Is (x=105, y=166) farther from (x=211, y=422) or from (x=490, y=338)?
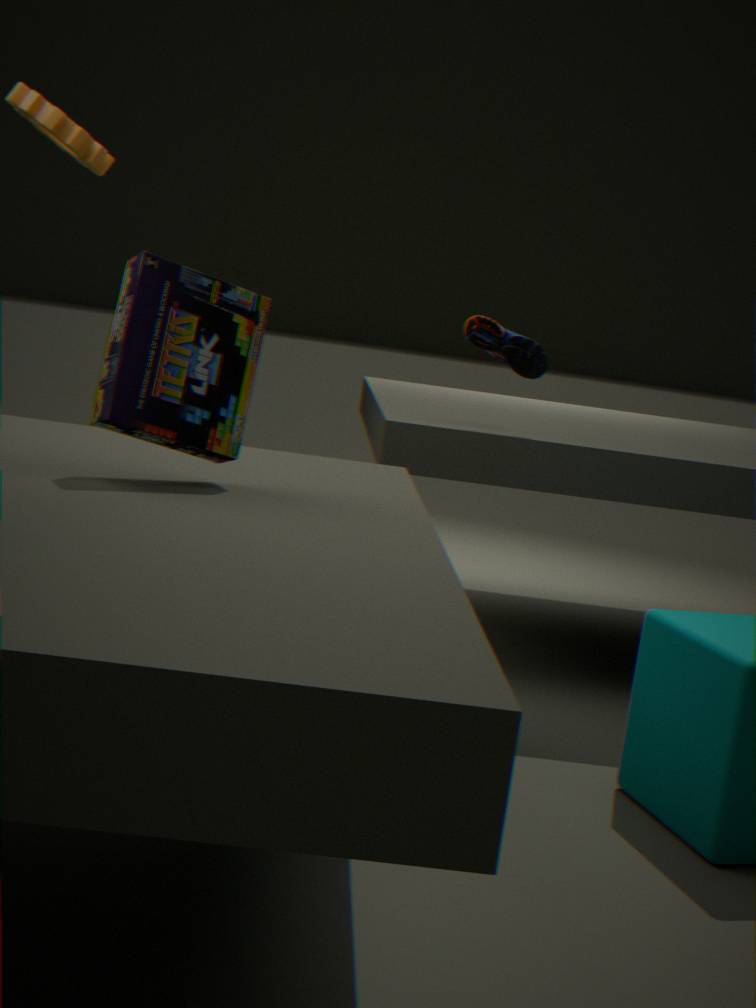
(x=211, y=422)
